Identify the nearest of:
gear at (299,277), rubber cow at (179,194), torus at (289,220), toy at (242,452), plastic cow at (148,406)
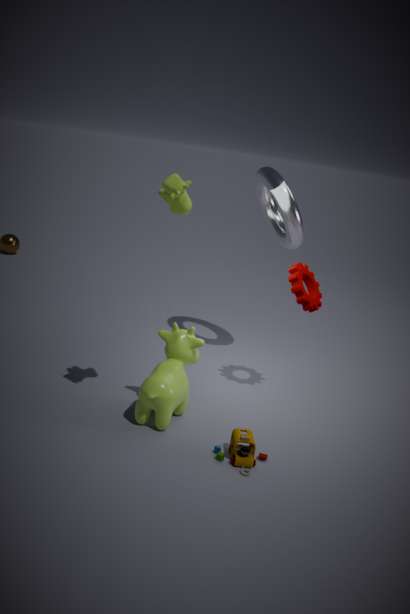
rubber cow at (179,194)
